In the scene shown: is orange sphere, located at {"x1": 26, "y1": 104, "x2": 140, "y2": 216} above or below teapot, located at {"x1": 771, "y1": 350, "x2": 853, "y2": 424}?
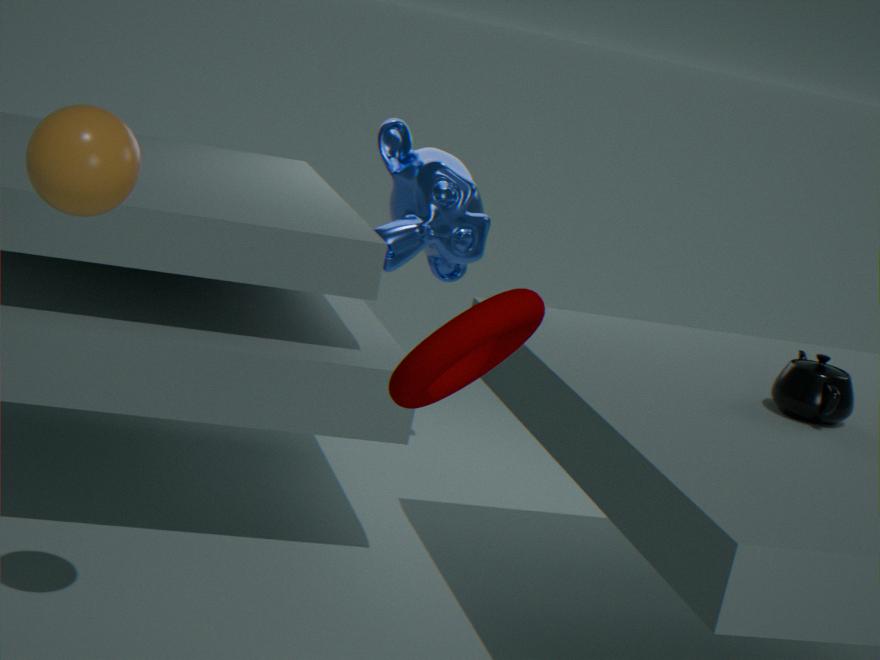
above
